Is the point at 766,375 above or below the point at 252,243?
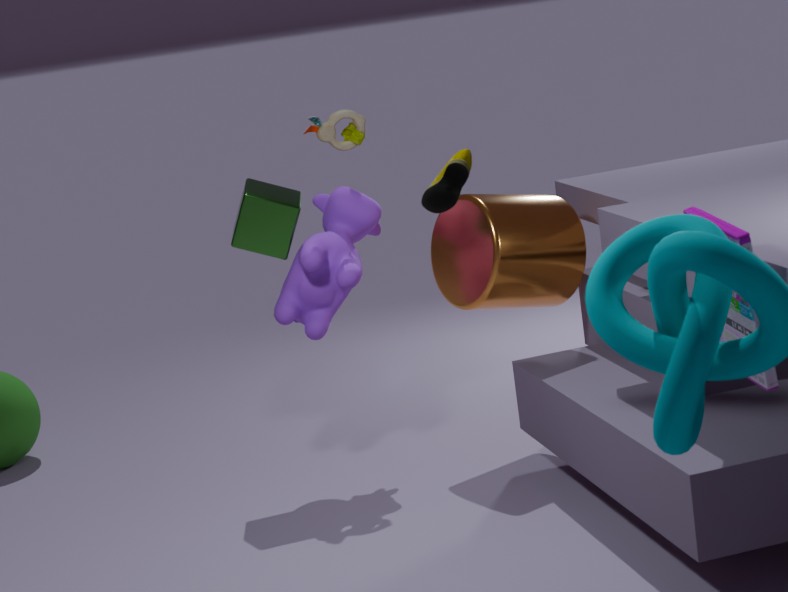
below
